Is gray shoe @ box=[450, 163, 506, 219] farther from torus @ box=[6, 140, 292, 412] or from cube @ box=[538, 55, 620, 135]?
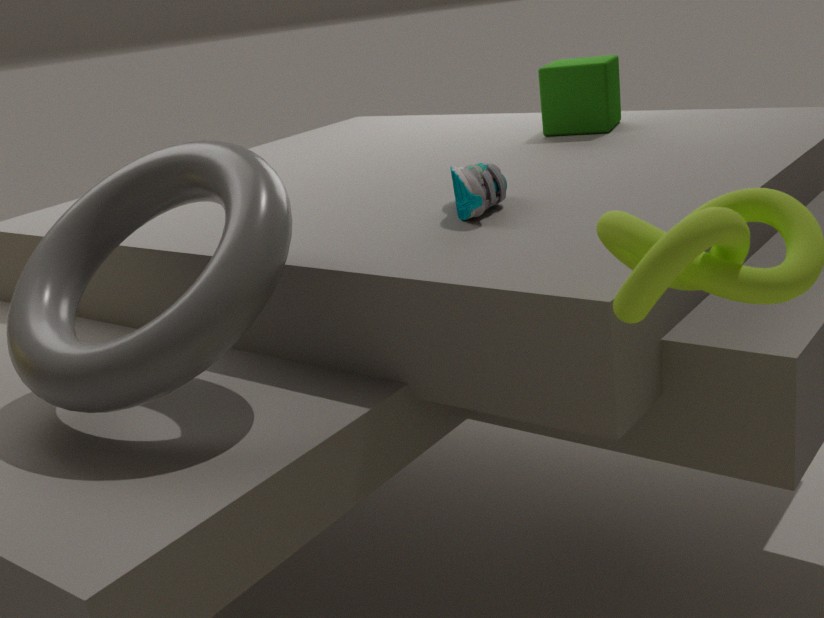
cube @ box=[538, 55, 620, 135]
